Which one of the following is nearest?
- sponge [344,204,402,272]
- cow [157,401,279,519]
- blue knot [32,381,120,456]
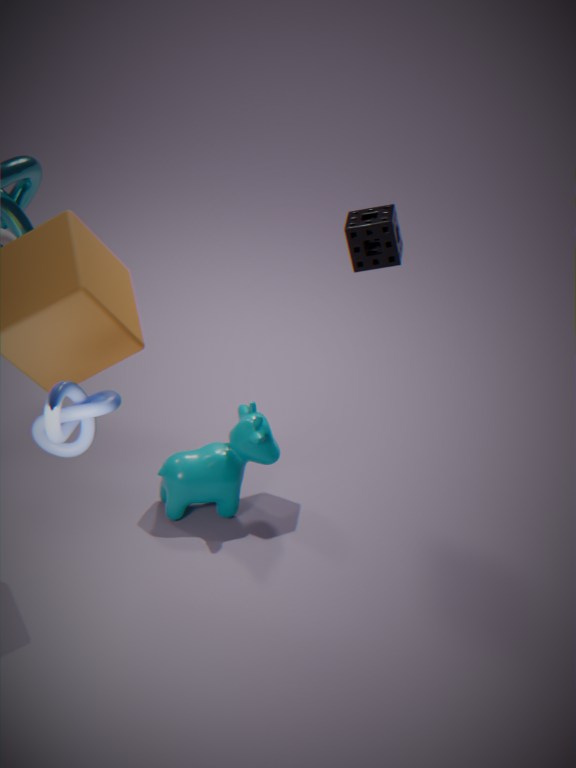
blue knot [32,381,120,456]
